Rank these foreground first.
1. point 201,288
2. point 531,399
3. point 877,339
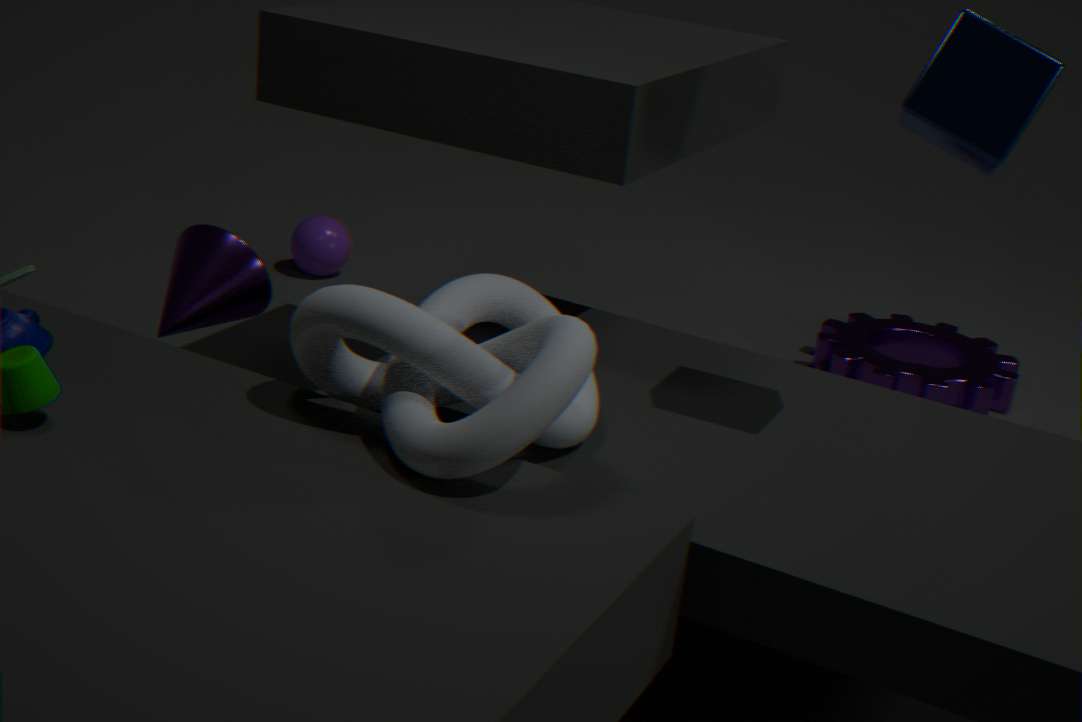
1. point 531,399
2. point 201,288
3. point 877,339
